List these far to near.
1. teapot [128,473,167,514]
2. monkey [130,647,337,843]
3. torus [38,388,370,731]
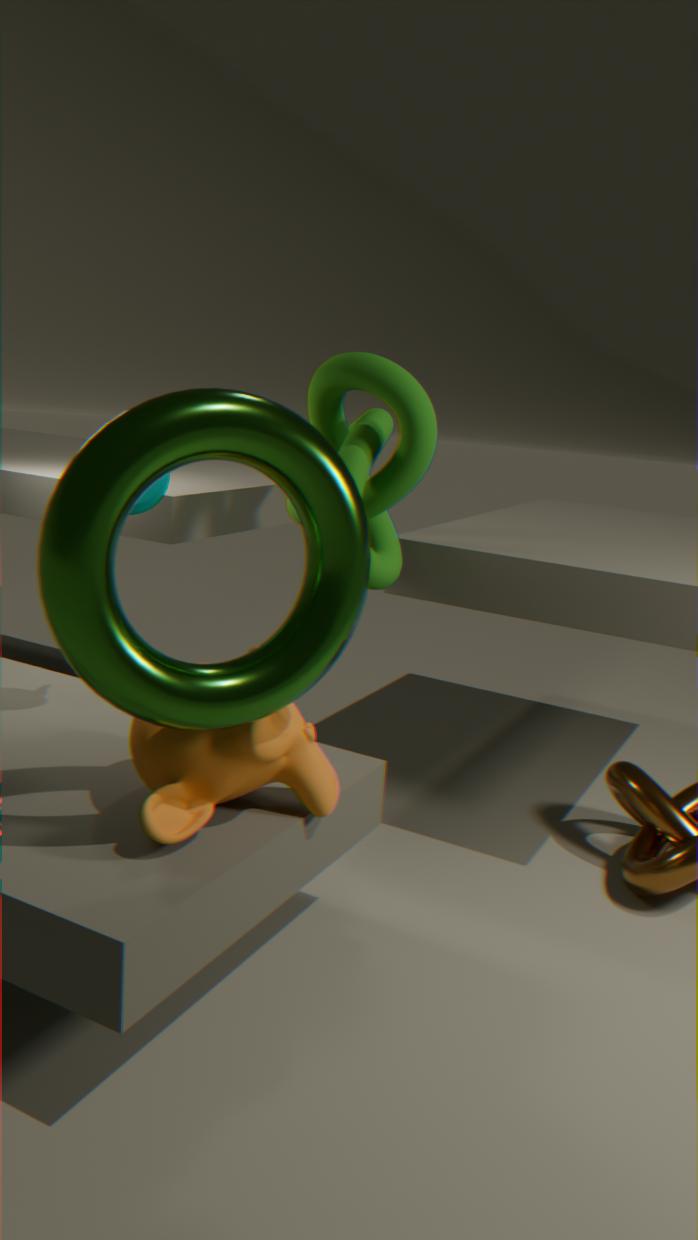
teapot [128,473,167,514], monkey [130,647,337,843], torus [38,388,370,731]
